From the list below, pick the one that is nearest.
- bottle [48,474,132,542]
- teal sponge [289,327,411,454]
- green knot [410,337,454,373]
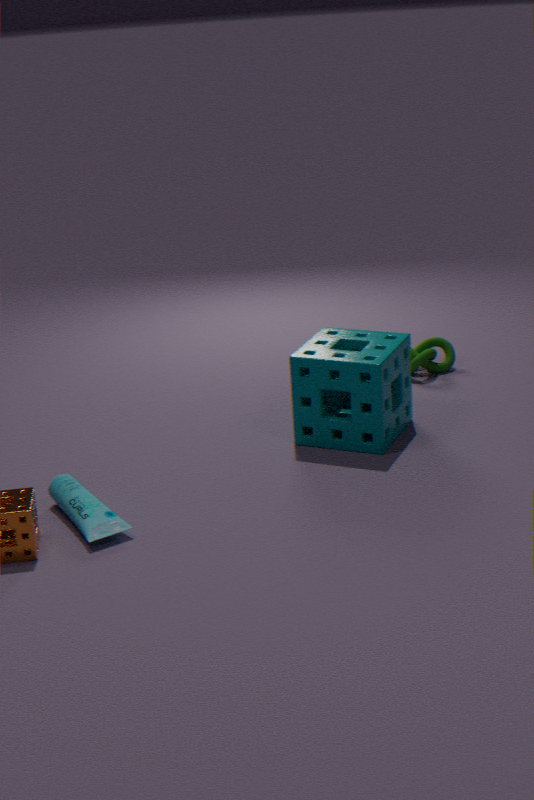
bottle [48,474,132,542]
